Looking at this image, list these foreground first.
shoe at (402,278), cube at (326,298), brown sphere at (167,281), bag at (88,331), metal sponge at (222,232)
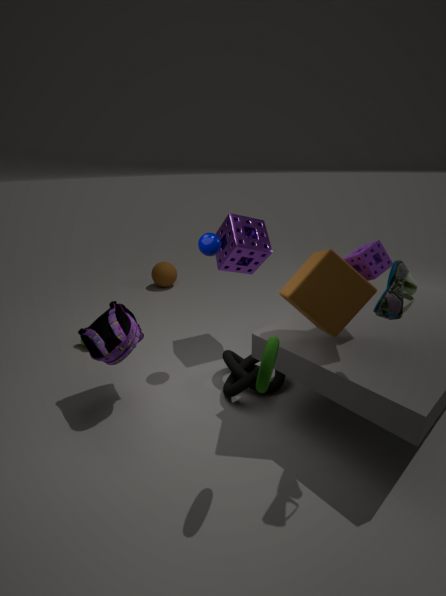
shoe at (402,278) < cube at (326,298) < bag at (88,331) < metal sponge at (222,232) < brown sphere at (167,281)
